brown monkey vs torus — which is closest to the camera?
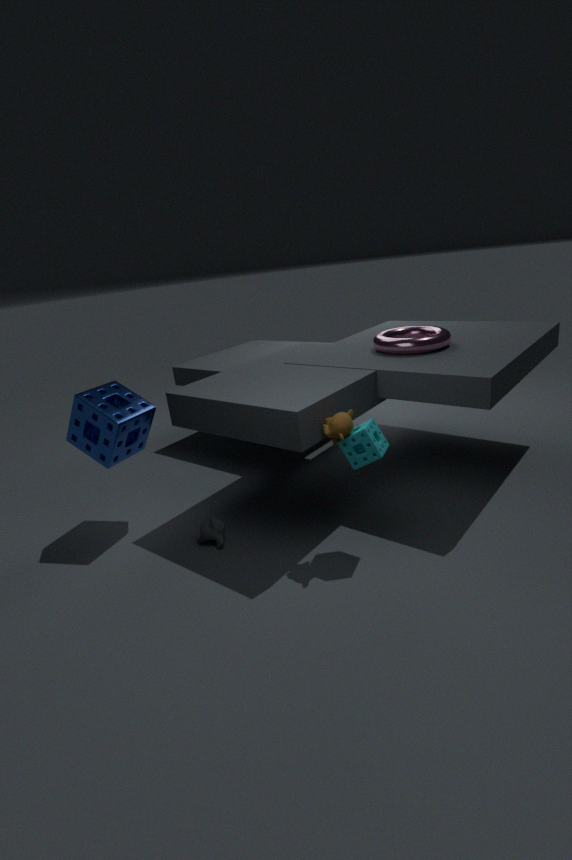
brown monkey
